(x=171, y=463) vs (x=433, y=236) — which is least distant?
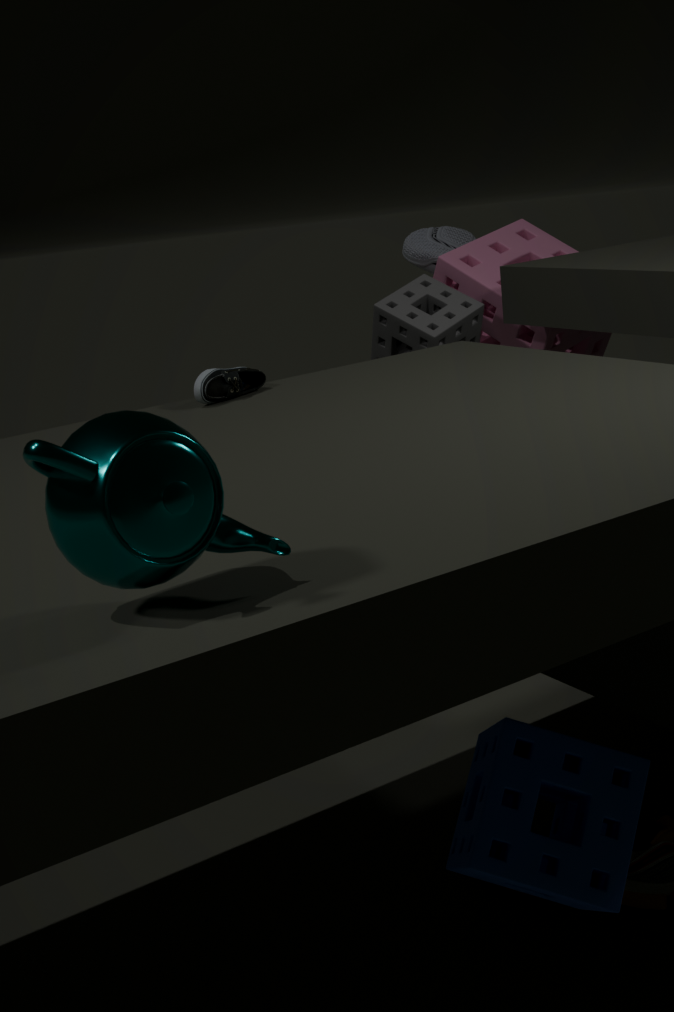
(x=171, y=463)
